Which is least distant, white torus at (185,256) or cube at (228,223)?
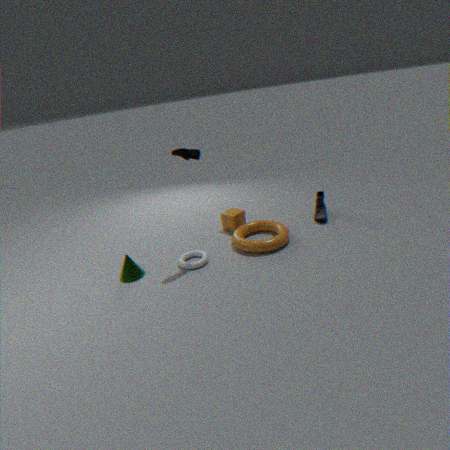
white torus at (185,256)
